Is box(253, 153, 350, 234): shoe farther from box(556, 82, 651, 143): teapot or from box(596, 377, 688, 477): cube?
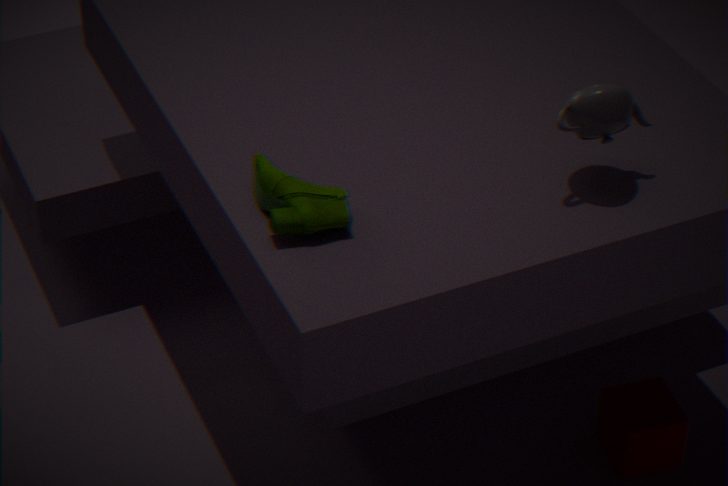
box(596, 377, 688, 477): cube
